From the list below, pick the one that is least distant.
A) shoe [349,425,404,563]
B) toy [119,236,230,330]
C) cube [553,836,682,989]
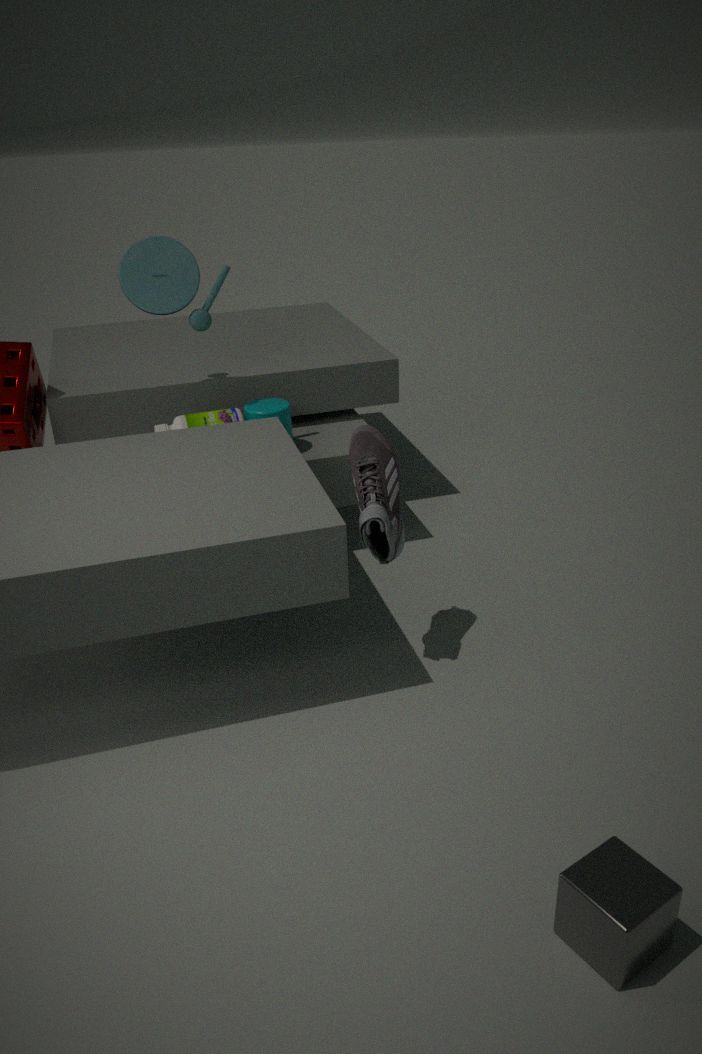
cube [553,836,682,989]
